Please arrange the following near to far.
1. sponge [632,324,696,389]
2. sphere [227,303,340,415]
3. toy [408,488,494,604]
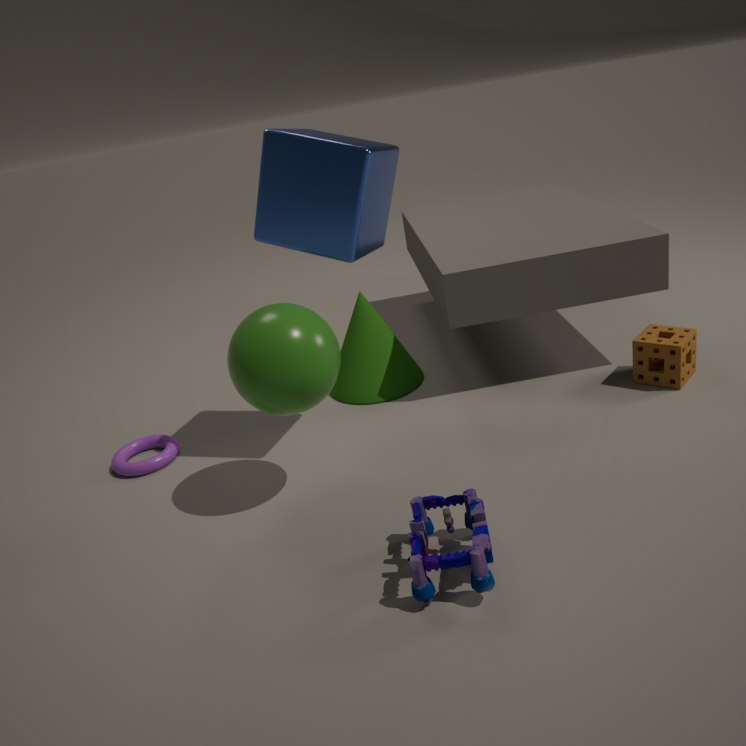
1. toy [408,488,494,604]
2. sphere [227,303,340,415]
3. sponge [632,324,696,389]
